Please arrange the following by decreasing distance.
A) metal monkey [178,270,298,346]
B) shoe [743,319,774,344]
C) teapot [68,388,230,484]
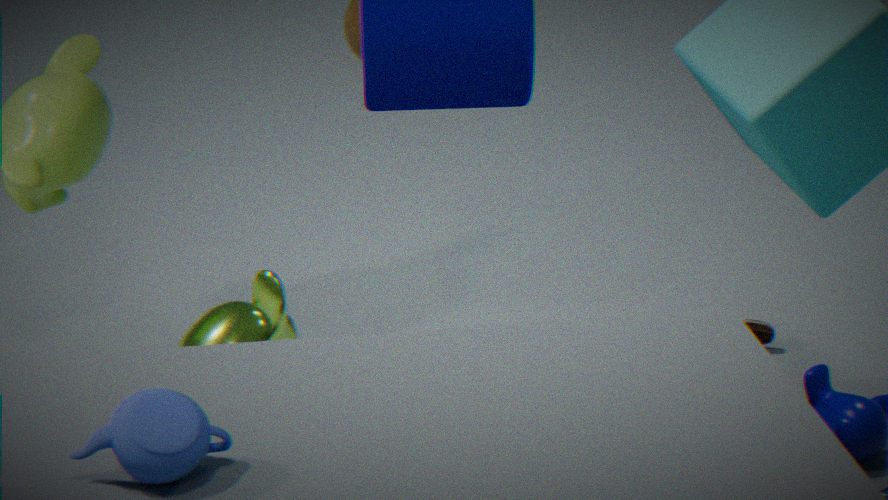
1. shoe [743,319,774,344]
2. metal monkey [178,270,298,346]
3. teapot [68,388,230,484]
